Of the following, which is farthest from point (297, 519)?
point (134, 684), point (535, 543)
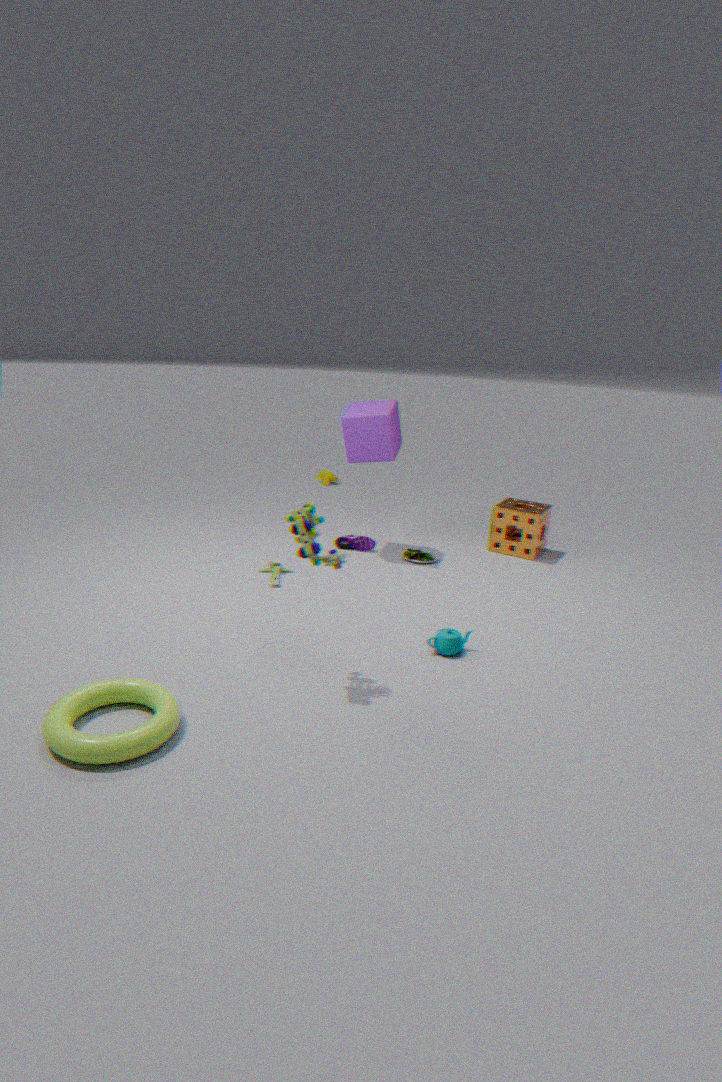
point (535, 543)
